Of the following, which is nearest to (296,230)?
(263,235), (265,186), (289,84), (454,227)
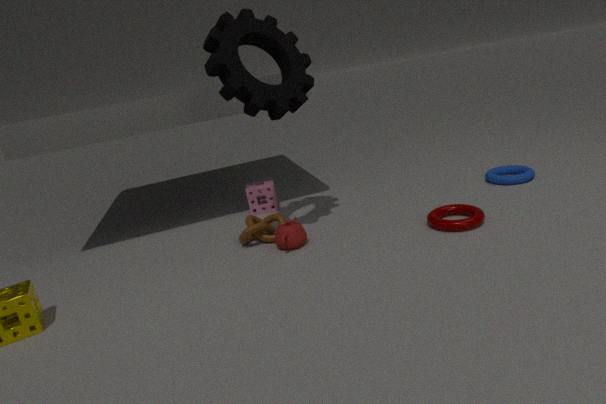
(263,235)
